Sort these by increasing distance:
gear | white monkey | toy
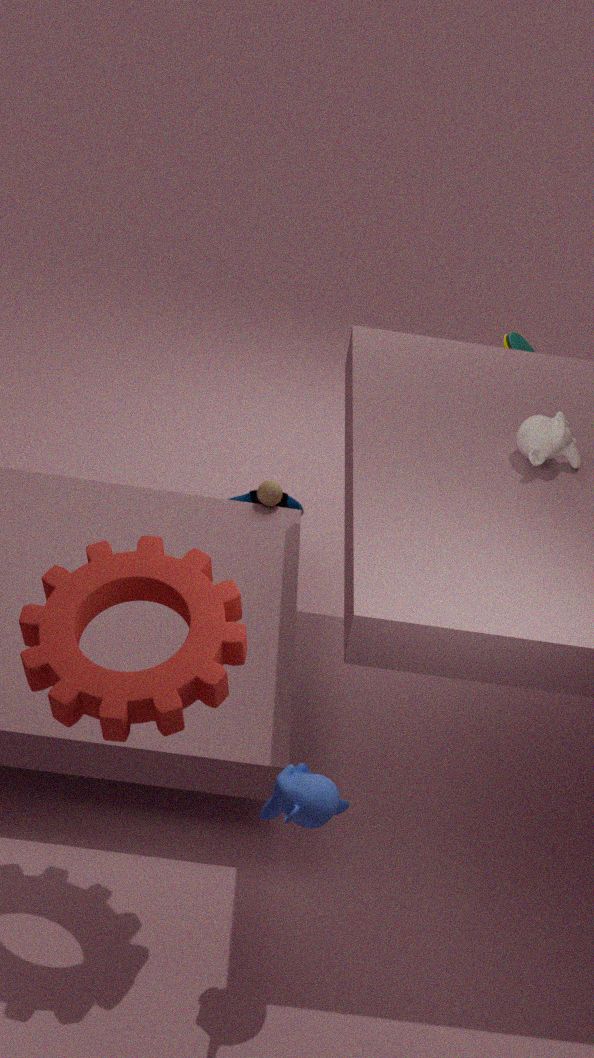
gear → white monkey → toy
